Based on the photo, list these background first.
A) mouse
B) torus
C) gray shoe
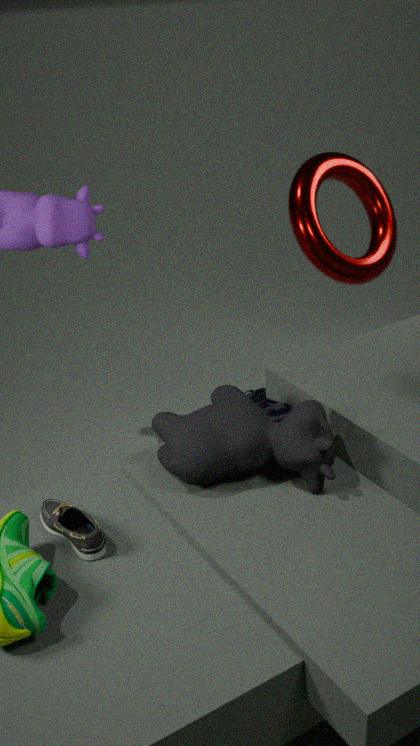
1. torus
2. mouse
3. gray shoe
